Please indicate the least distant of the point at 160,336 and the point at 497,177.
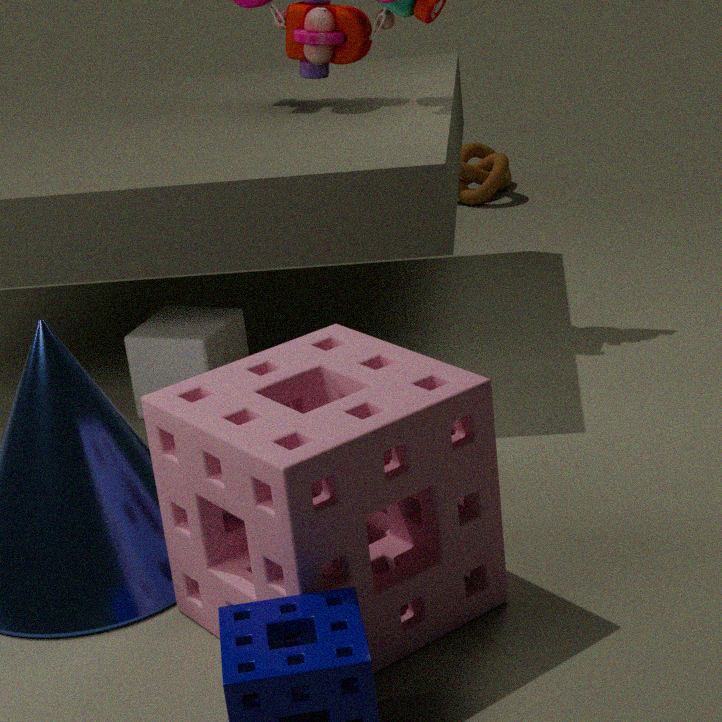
the point at 160,336
